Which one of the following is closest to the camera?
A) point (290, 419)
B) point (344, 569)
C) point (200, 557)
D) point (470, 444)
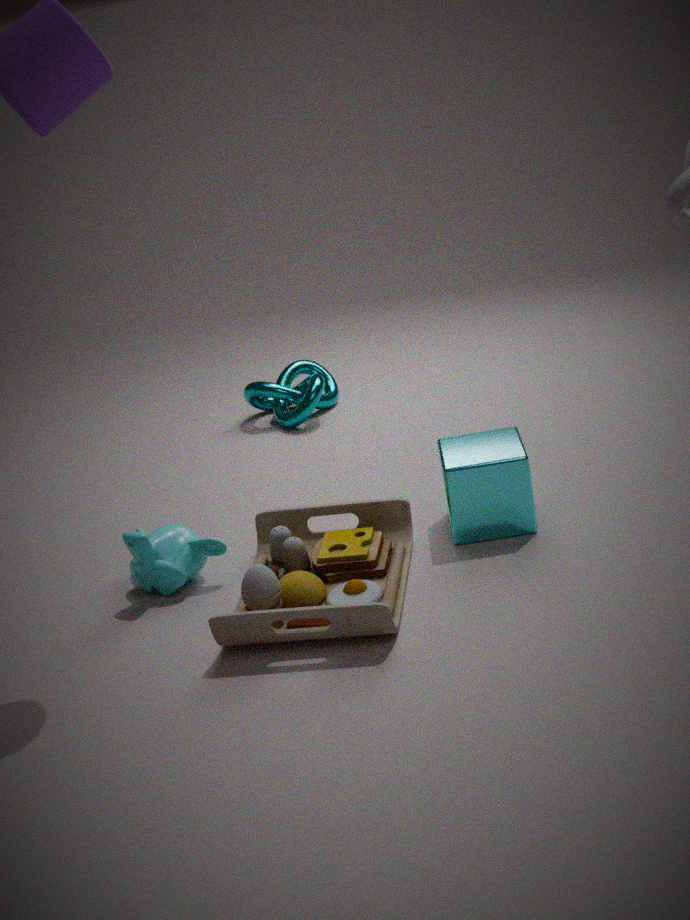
point (344, 569)
